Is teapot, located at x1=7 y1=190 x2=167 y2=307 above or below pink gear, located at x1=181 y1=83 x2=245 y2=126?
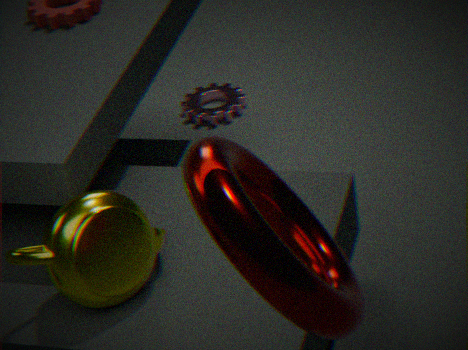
above
